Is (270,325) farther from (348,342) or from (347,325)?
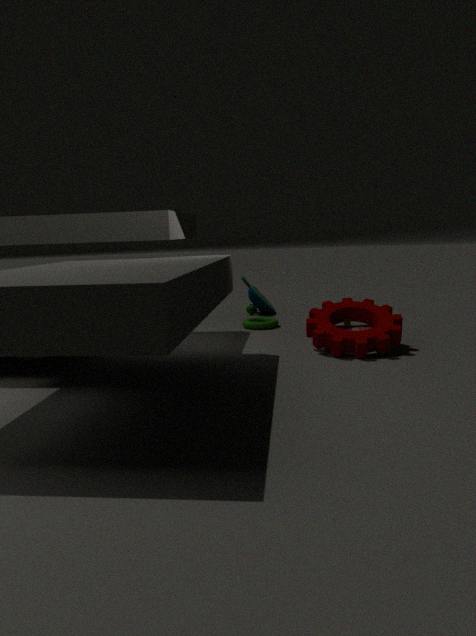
(348,342)
